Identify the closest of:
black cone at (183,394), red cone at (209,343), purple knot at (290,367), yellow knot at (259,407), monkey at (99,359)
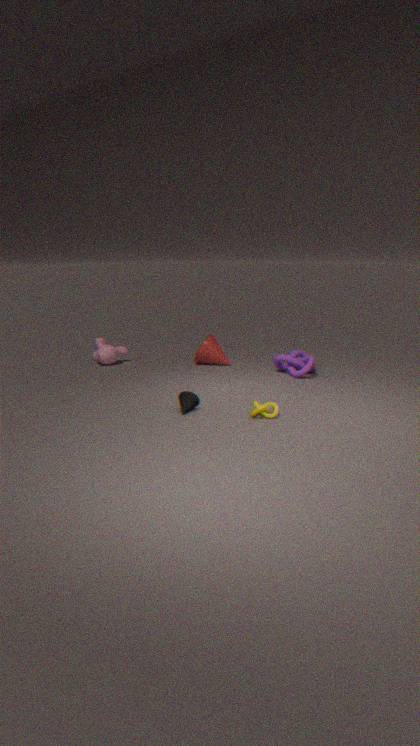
yellow knot at (259,407)
